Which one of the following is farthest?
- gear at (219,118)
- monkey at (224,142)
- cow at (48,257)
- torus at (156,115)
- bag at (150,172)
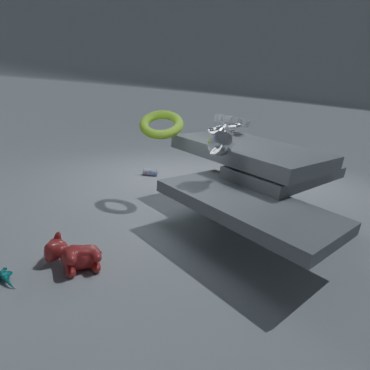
bag at (150,172)
